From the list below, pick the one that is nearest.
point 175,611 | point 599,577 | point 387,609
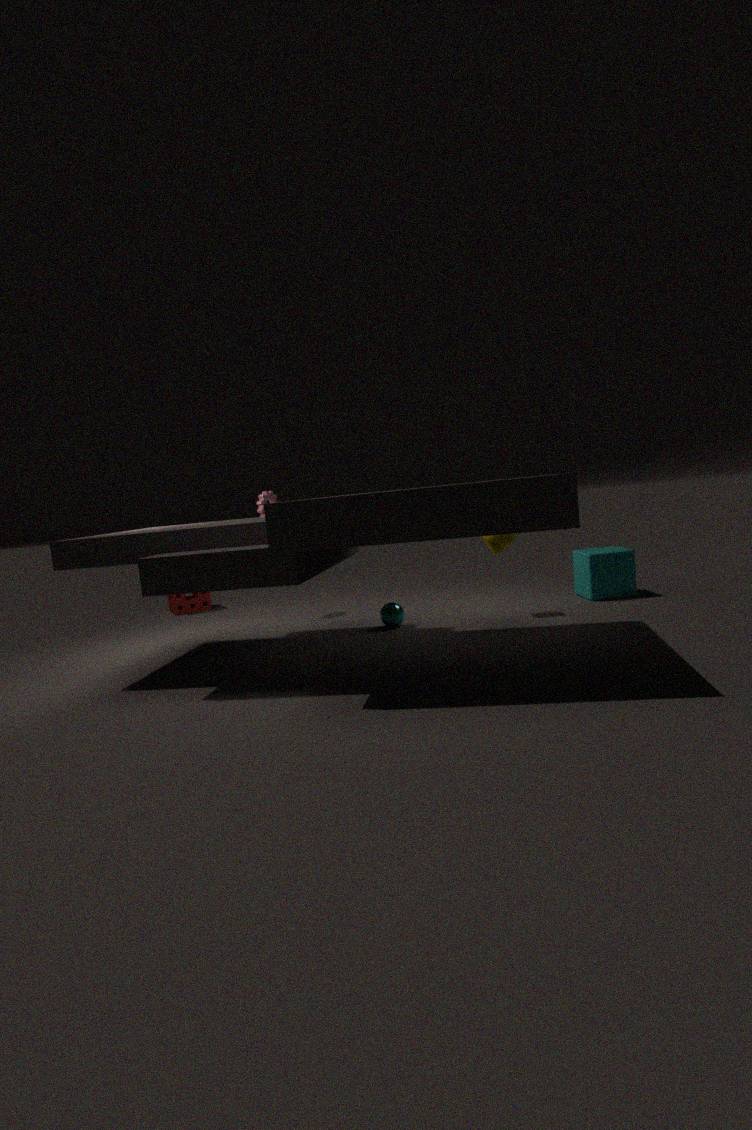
point 387,609
